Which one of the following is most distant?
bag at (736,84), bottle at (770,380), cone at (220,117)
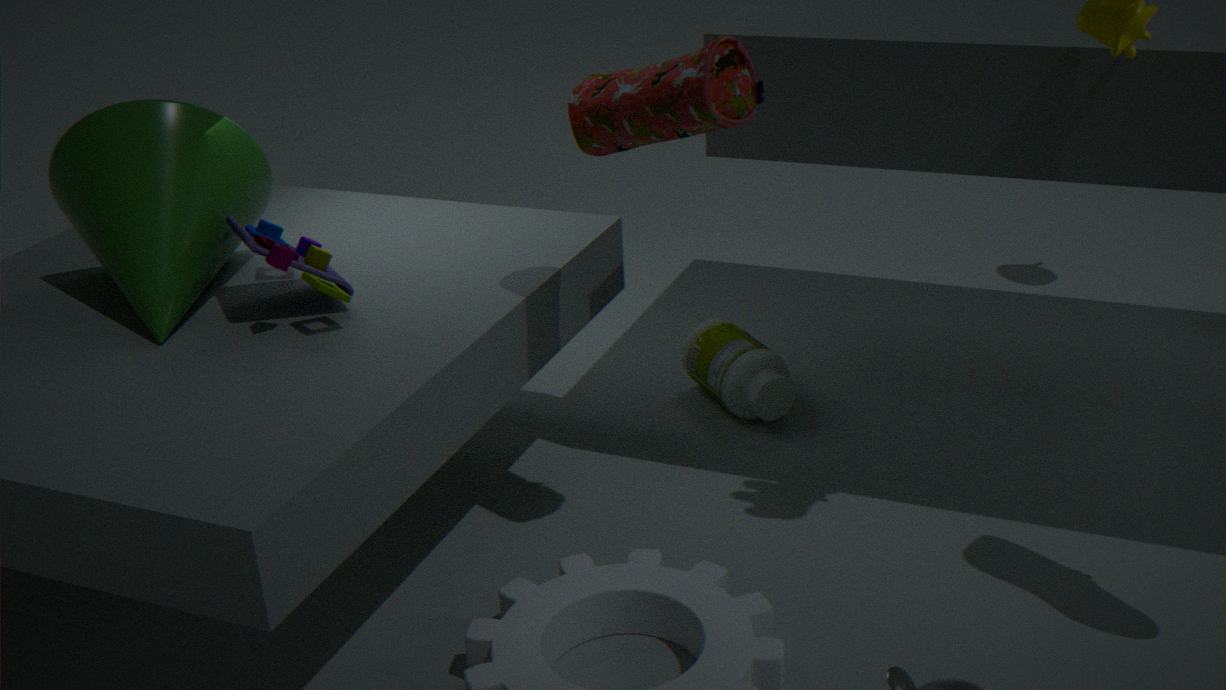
bottle at (770,380)
